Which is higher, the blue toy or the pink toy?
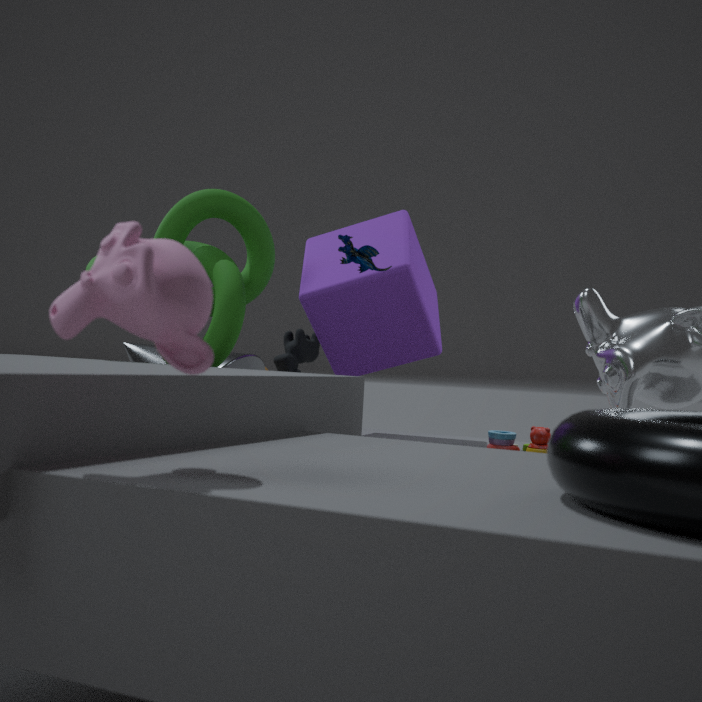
the blue toy
